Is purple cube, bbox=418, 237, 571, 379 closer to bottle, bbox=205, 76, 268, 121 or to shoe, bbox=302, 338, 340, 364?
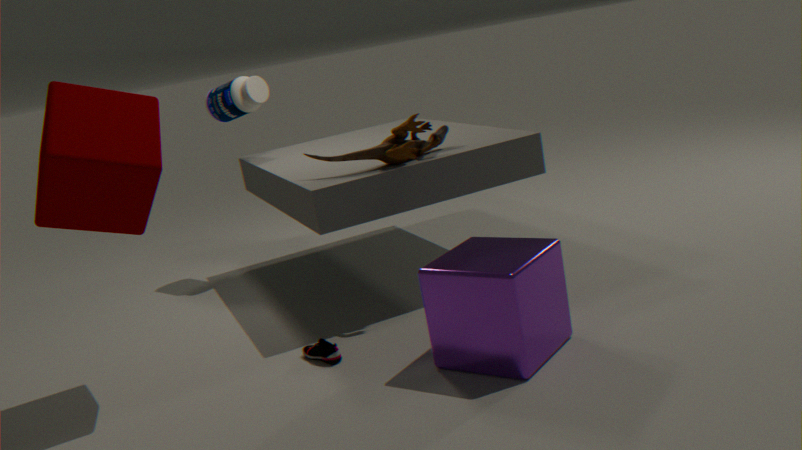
shoe, bbox=302, 338, 340, 364
